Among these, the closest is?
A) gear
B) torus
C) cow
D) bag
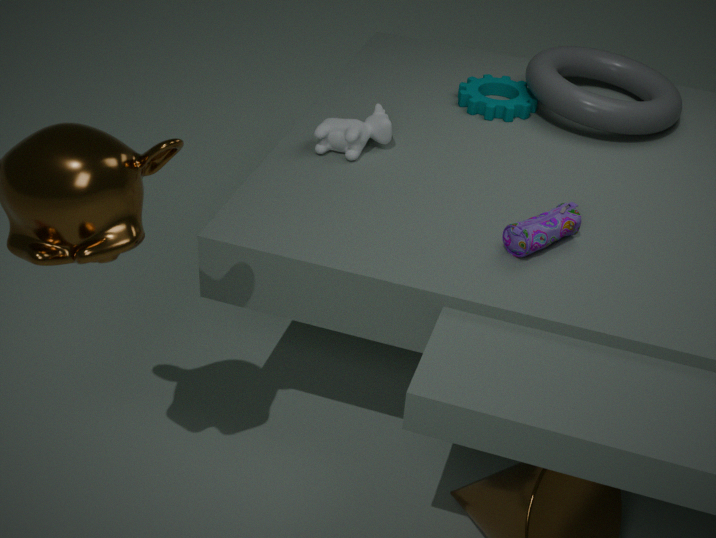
D. bag
